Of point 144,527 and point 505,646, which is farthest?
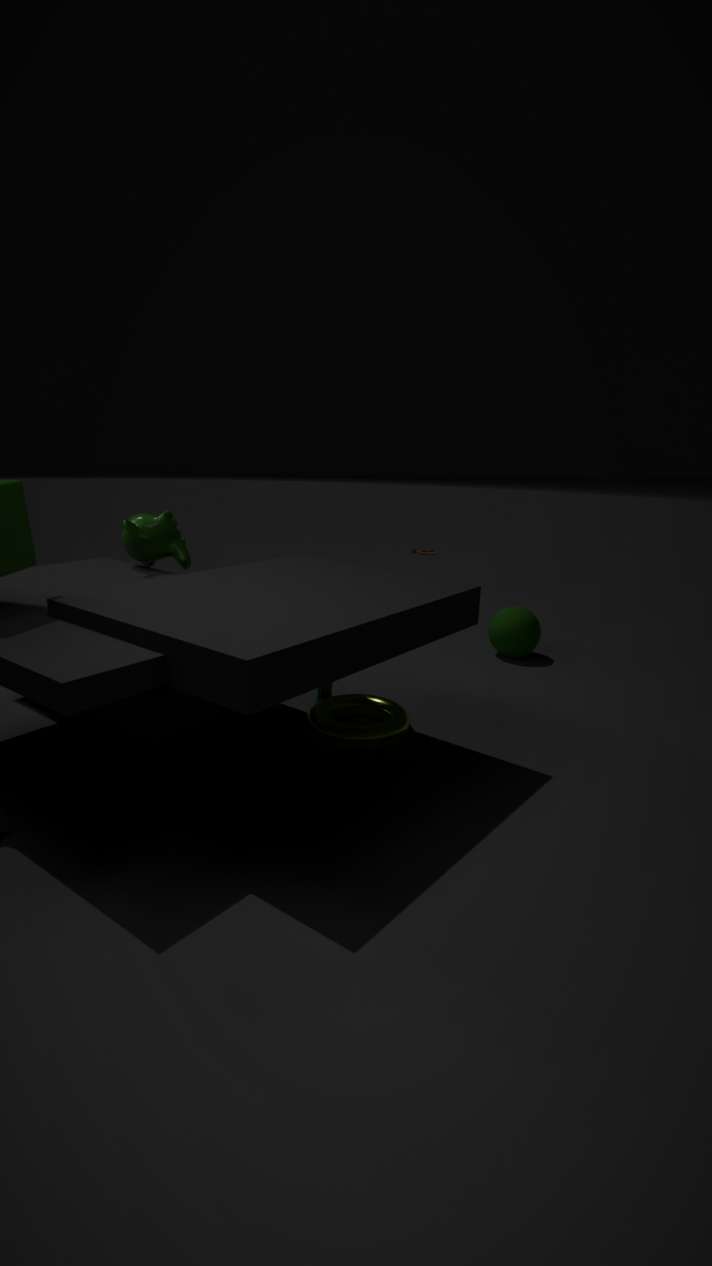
point 505,646
